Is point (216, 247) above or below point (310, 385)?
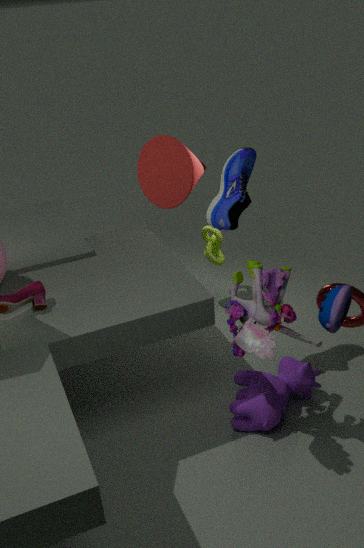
above
